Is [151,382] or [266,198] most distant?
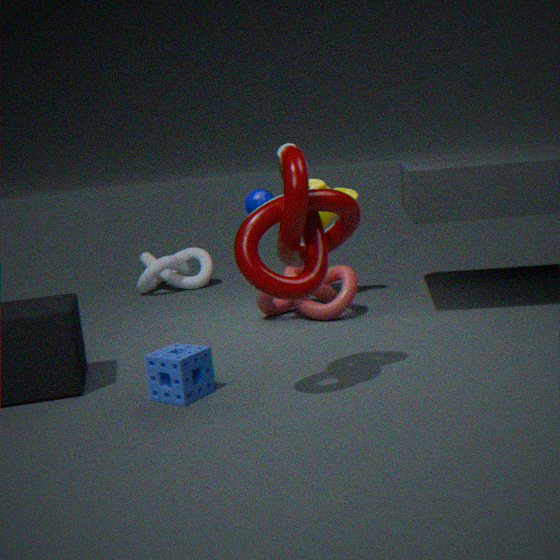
[266,198]
